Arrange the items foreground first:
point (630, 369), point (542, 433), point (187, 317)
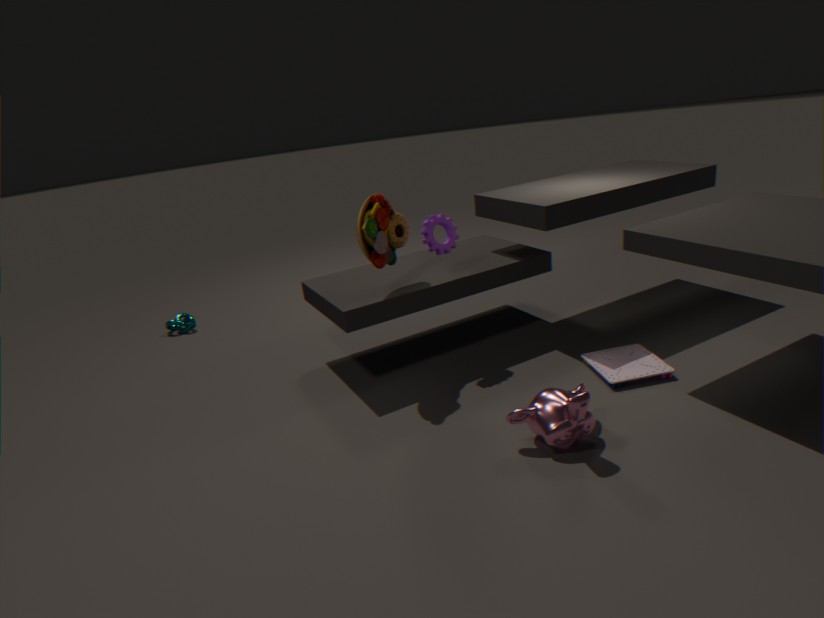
1. point (542, 433)
2. point (630, 369)
3. point (187, 317)
